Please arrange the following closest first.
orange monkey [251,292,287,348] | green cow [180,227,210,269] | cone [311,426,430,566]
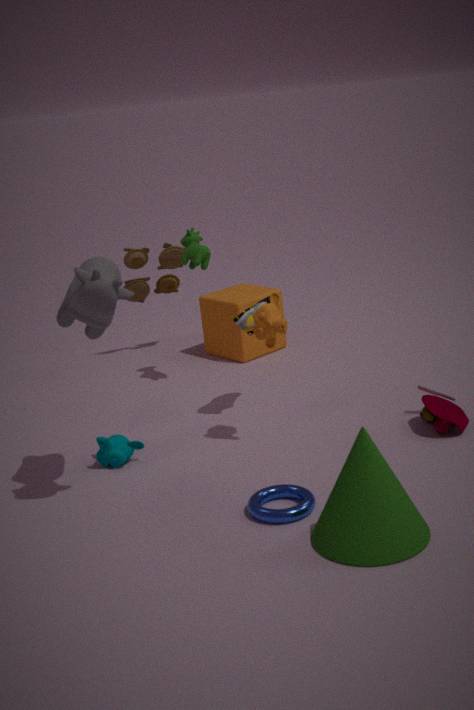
cone [311,426,430,566] < orange monkey [251,292,287,348] < green cow [180,227,210,269]
